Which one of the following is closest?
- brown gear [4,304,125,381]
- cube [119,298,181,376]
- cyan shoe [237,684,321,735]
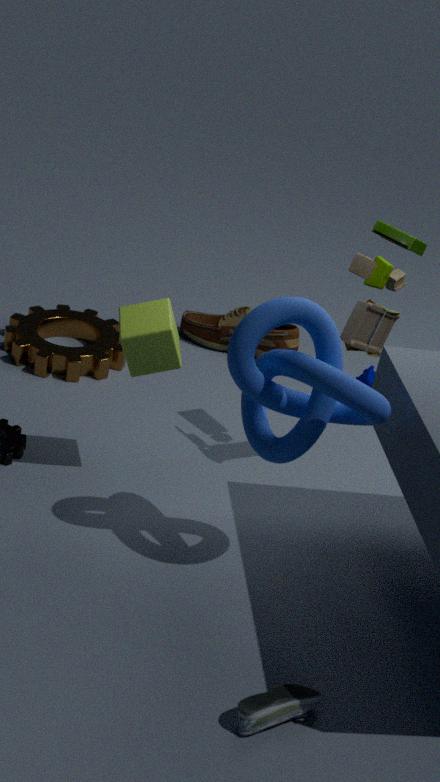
cyan shoe [237,684,321,735]
